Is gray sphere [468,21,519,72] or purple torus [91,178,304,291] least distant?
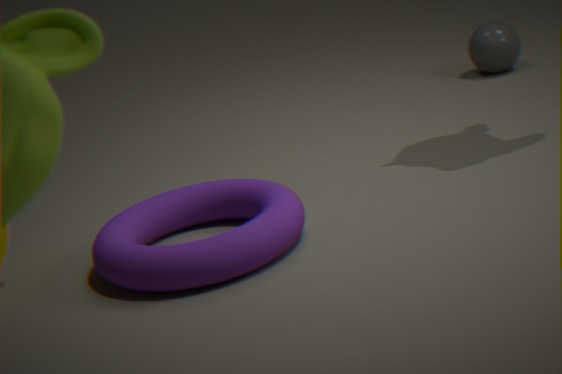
purple torus [91,178,304,291]
